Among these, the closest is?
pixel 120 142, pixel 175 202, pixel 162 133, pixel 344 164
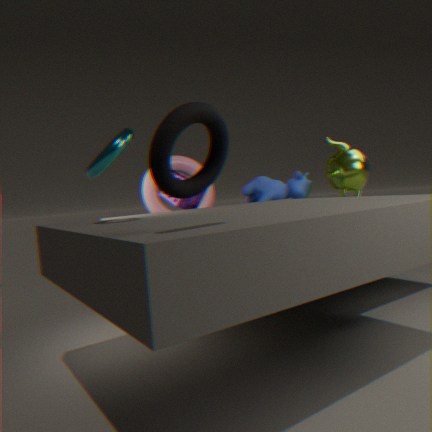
pixel 162 133
